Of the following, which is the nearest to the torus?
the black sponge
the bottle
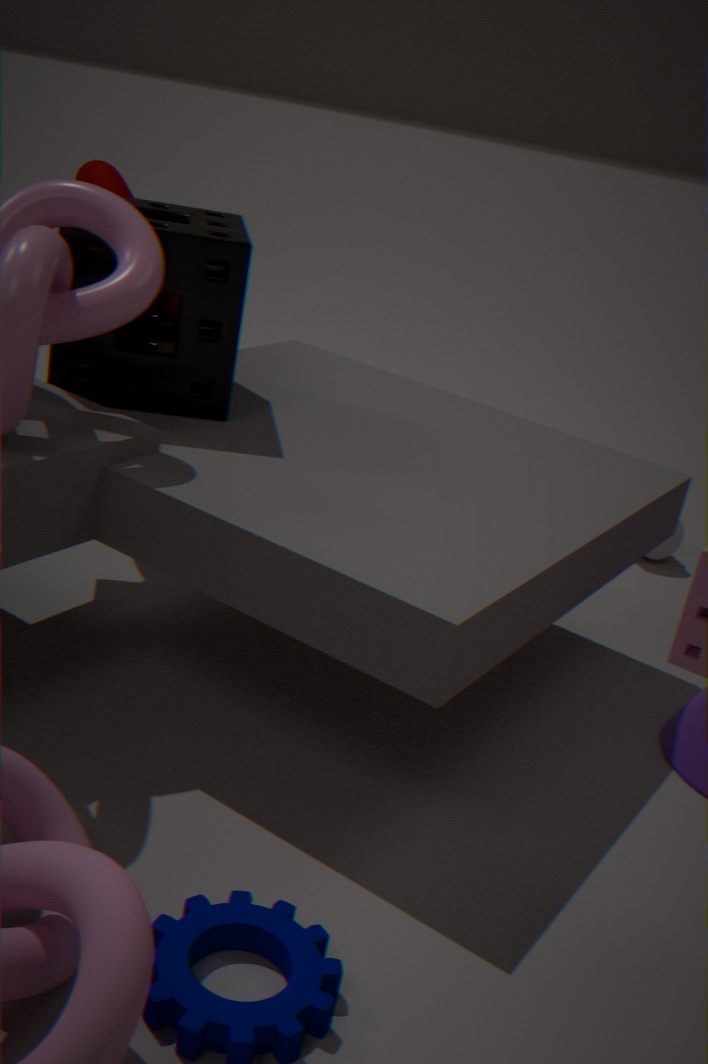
the black sponge
